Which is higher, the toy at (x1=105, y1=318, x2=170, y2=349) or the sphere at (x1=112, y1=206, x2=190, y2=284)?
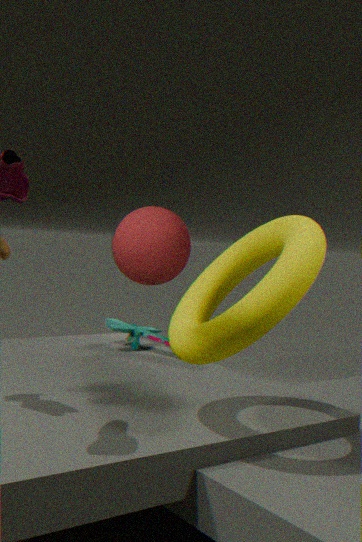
the sphere at (x1=112, y1=206, x2=190, y2=284)
